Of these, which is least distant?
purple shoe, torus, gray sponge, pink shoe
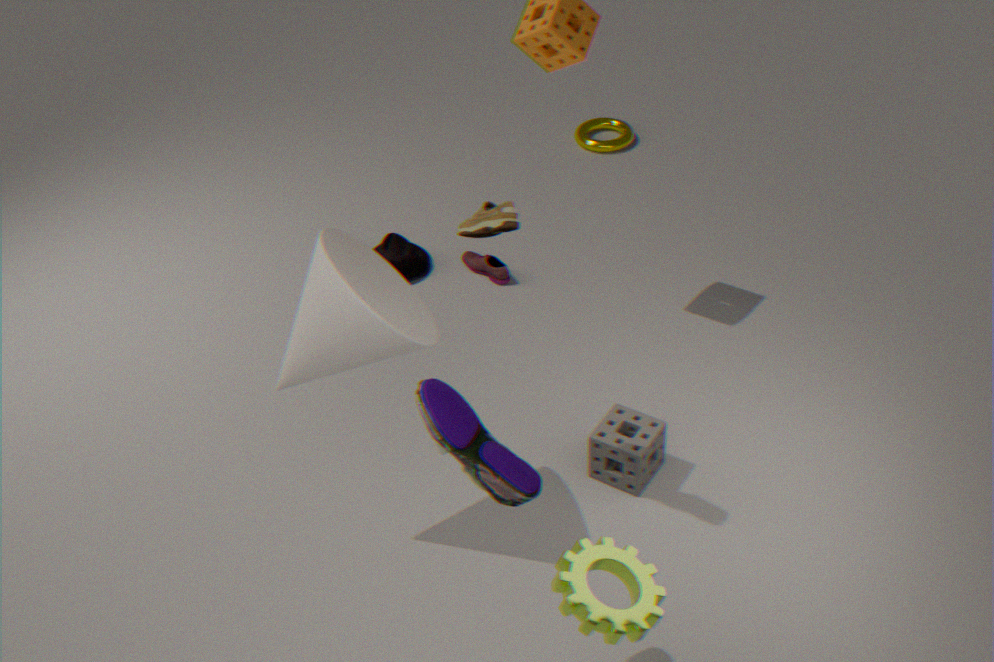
purple shoe
